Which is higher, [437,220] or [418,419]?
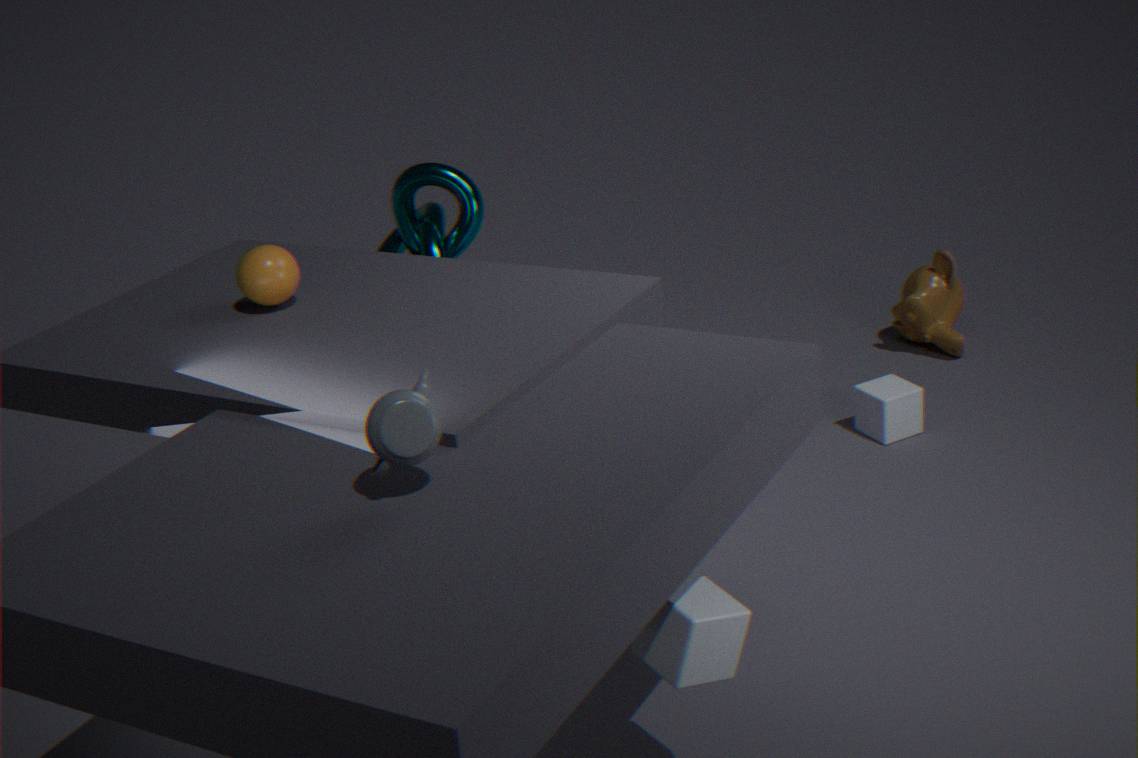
[418,419]
